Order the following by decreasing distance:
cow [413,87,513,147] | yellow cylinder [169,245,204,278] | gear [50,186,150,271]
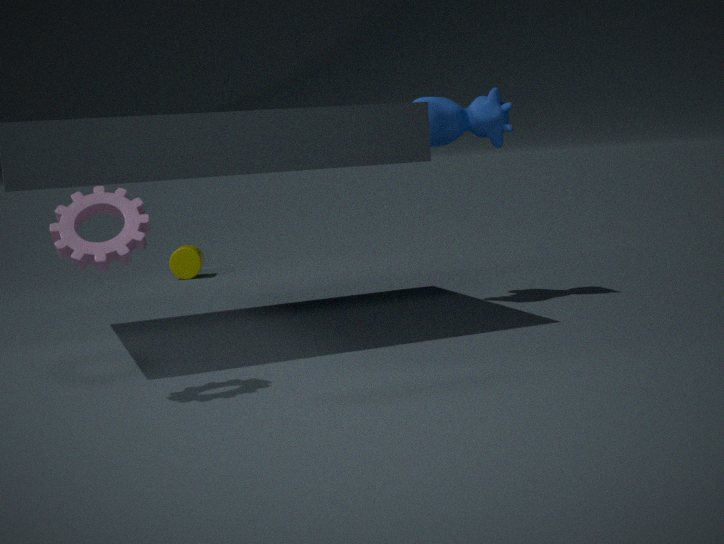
yellow cylinder [169,245,204,278], cow [413,87,513,147], gear [50,186,150,271]
